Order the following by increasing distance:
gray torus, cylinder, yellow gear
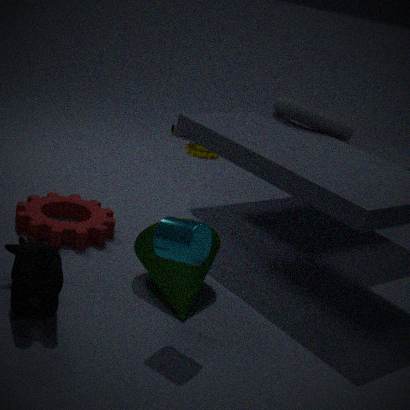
cylinder
gray torus
yellow gear
